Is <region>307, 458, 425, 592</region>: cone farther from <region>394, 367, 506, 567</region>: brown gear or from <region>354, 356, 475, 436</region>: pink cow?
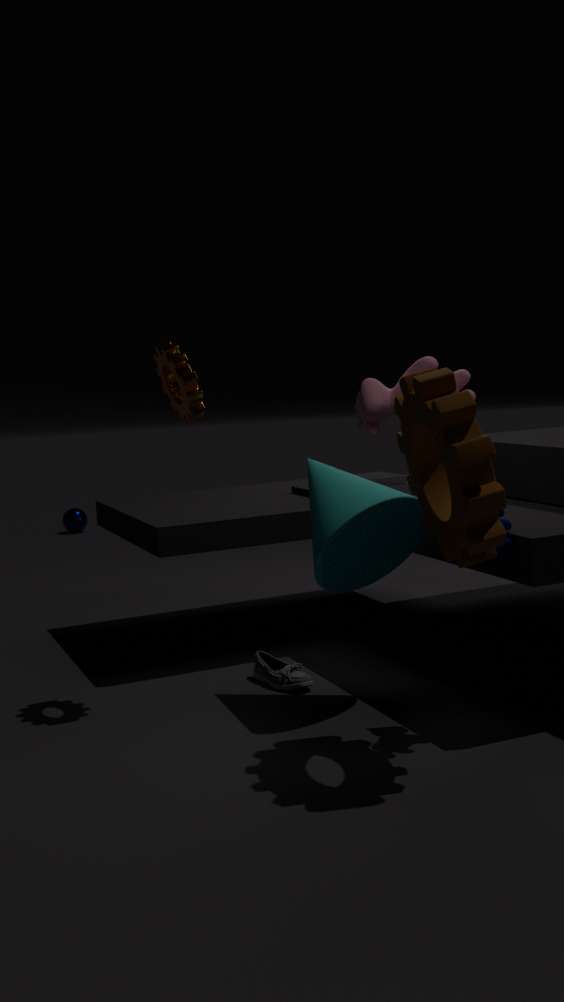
<region>354, 356, 475, 436</region>: pink cow
